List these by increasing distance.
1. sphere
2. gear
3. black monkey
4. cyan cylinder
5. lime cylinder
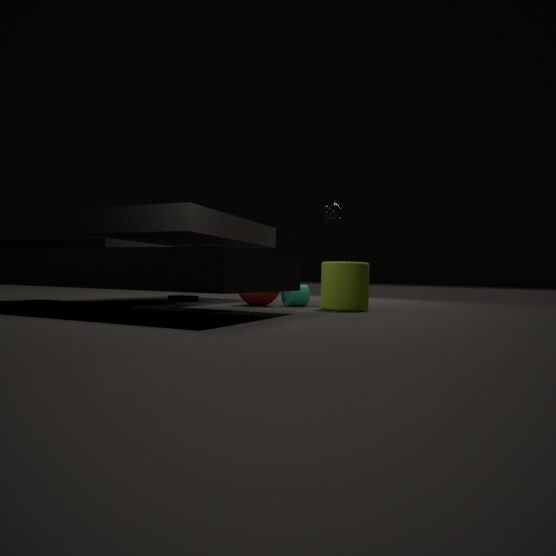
lime cylinder, sphere, cyan cylinder, gear, black monkey
